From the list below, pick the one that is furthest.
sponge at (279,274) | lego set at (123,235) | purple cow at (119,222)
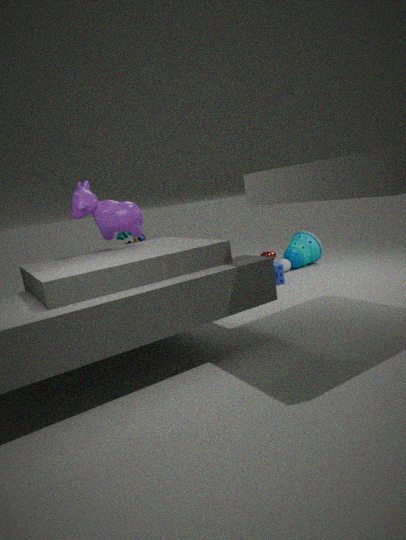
sponge at (279,274)
